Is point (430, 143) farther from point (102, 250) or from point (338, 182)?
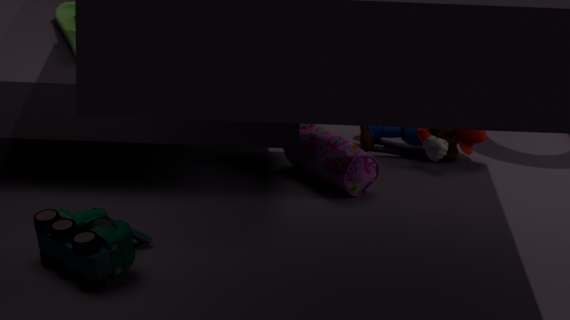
point (102, 250)
